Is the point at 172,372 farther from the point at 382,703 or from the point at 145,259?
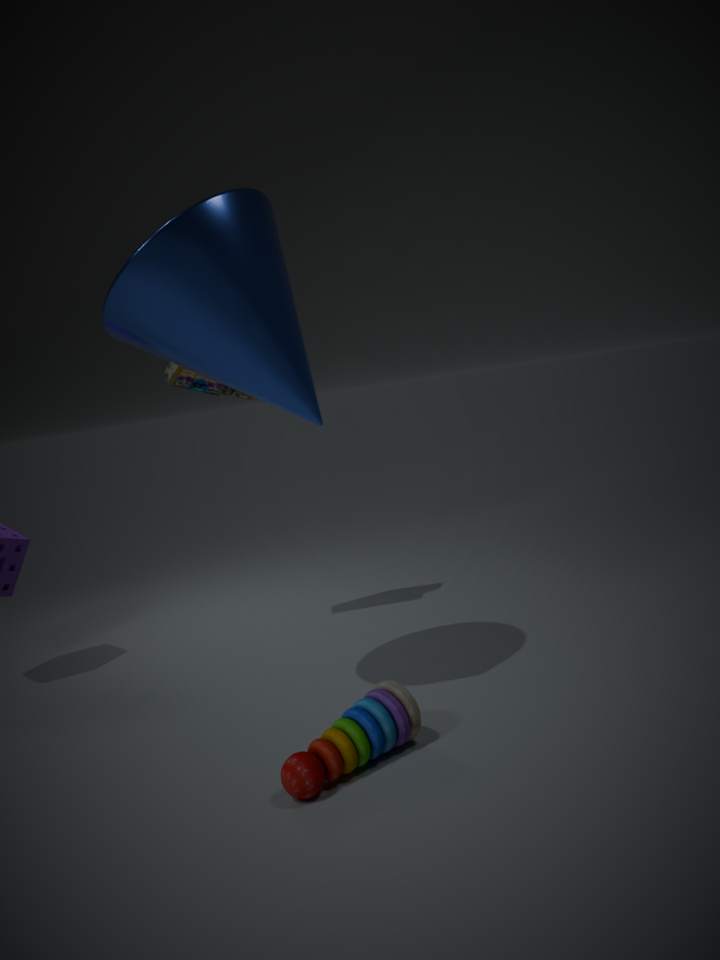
the point at 382,703
